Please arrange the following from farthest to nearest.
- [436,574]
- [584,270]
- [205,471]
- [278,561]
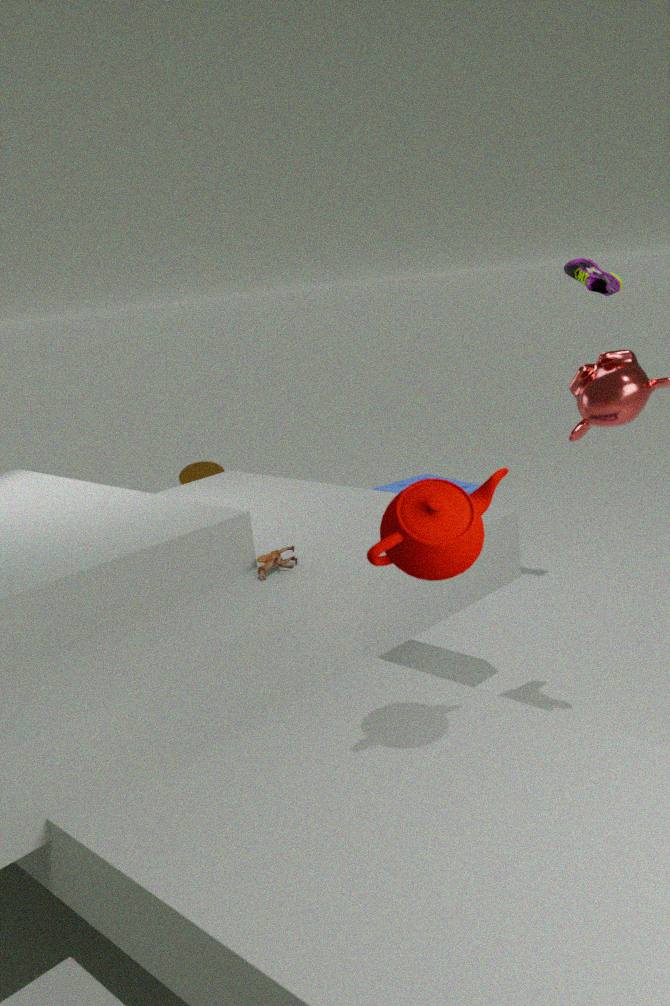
[205,471] < [584,270] < [278,561] < [436,574]
